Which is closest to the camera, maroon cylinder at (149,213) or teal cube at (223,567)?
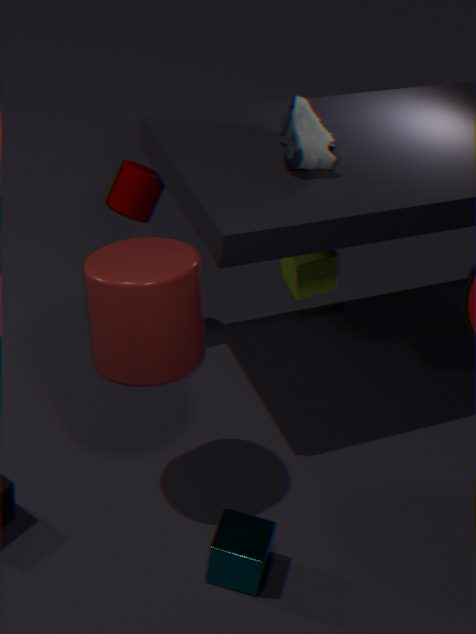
teal cube at (223,567)
